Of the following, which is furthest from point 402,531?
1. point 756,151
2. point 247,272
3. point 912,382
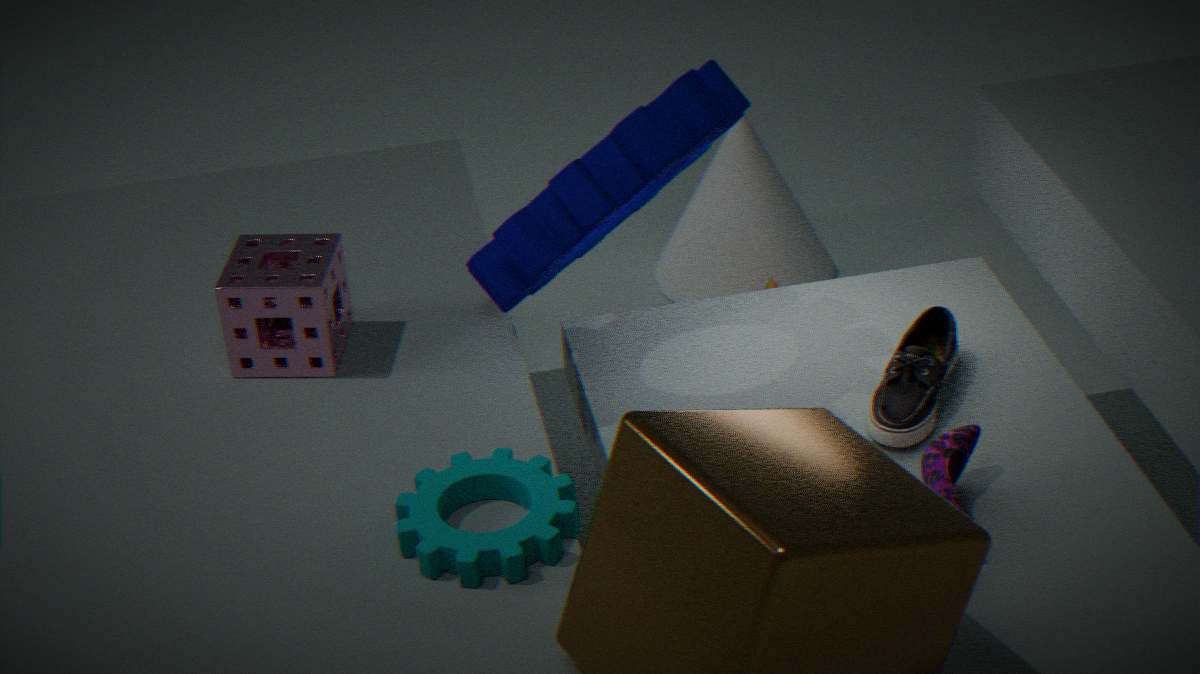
point 756,151
